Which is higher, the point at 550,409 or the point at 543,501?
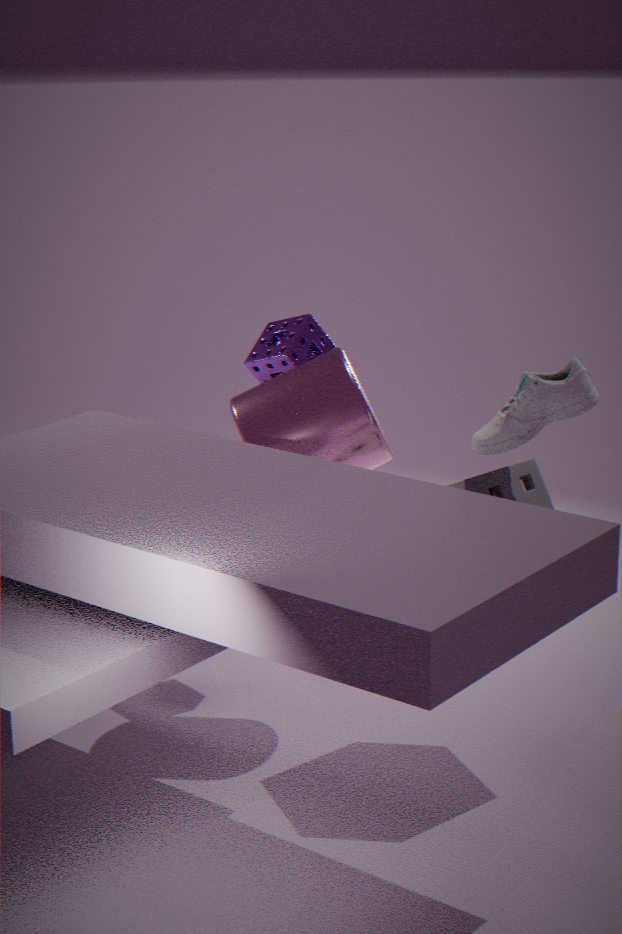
the point at 550,409
